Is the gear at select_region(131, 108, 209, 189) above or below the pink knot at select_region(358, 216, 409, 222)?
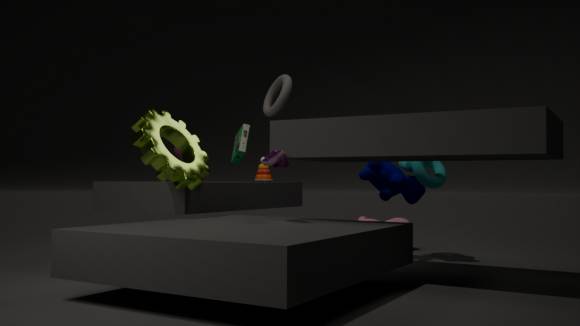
above
